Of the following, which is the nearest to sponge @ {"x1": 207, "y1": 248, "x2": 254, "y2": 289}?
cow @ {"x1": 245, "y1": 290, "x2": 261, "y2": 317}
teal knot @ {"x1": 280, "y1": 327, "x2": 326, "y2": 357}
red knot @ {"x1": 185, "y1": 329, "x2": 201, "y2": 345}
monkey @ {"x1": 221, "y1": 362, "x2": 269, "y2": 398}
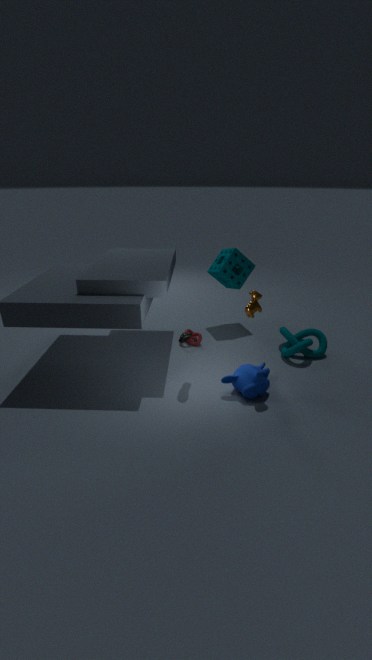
teal knot @ {"x1": 280, "y1": 327, "x2": 326, "y2": 357}
